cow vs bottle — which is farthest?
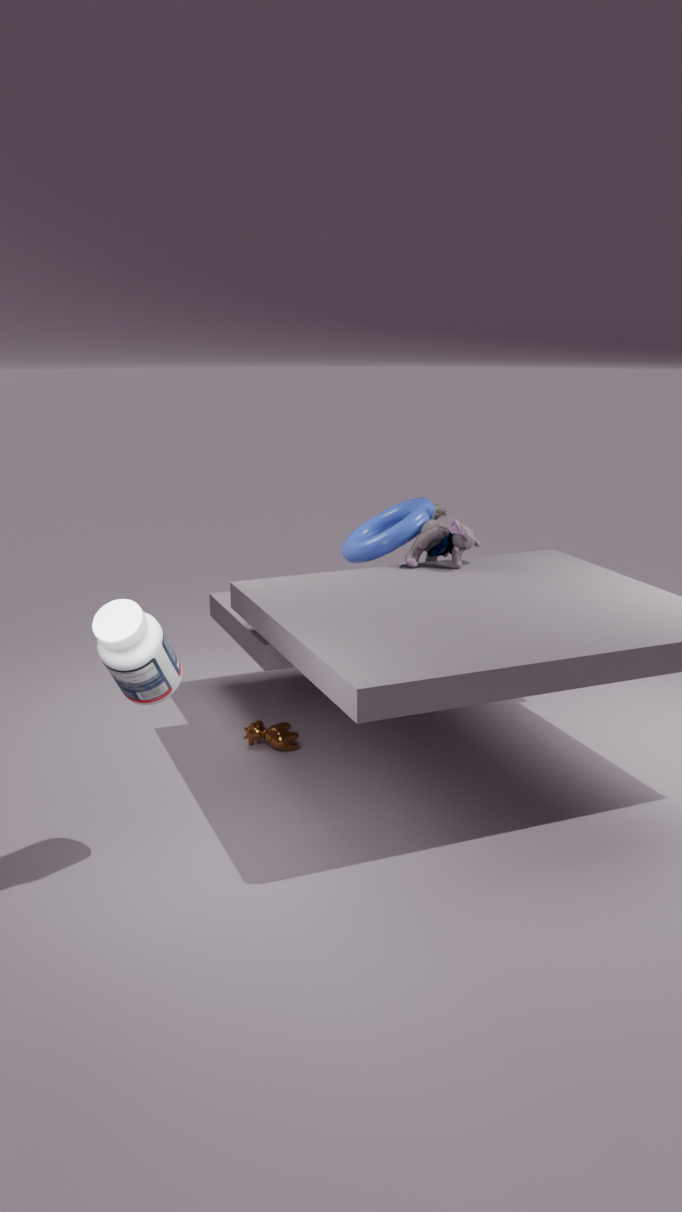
cow
